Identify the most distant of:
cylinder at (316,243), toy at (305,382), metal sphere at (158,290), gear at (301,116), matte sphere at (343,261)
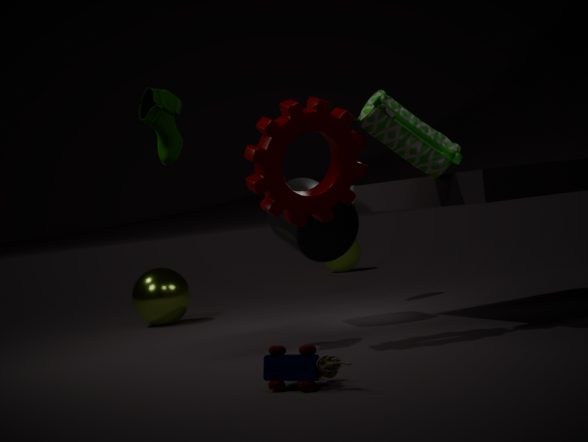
matte sphere at (343,261)
